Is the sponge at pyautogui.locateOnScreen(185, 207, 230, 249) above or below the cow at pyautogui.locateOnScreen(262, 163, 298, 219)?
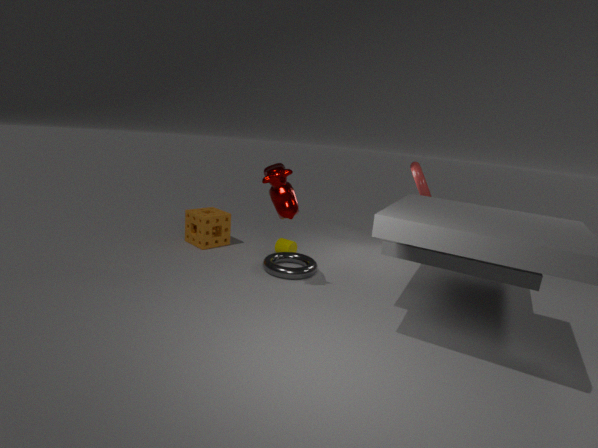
below
